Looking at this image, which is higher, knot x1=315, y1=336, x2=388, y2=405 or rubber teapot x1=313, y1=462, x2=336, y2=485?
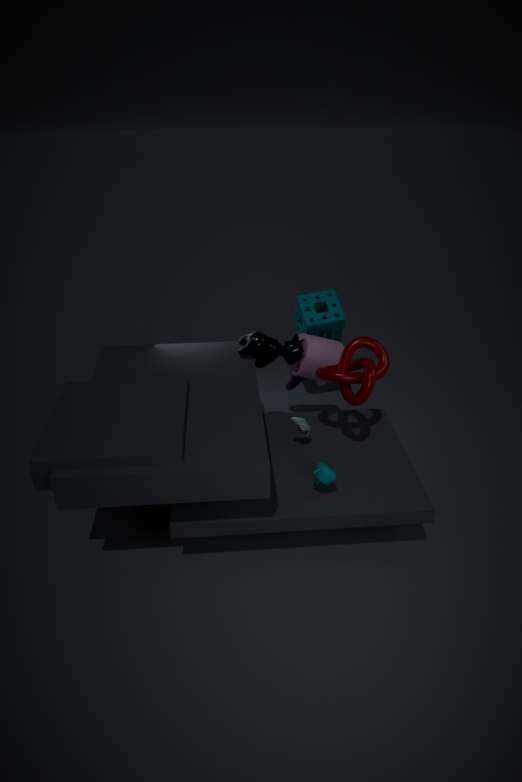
knot x1=315, y1=336, x2=388, y2=405
